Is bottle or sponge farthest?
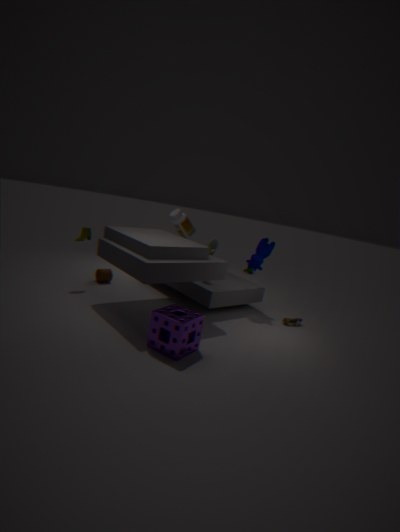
bottle
